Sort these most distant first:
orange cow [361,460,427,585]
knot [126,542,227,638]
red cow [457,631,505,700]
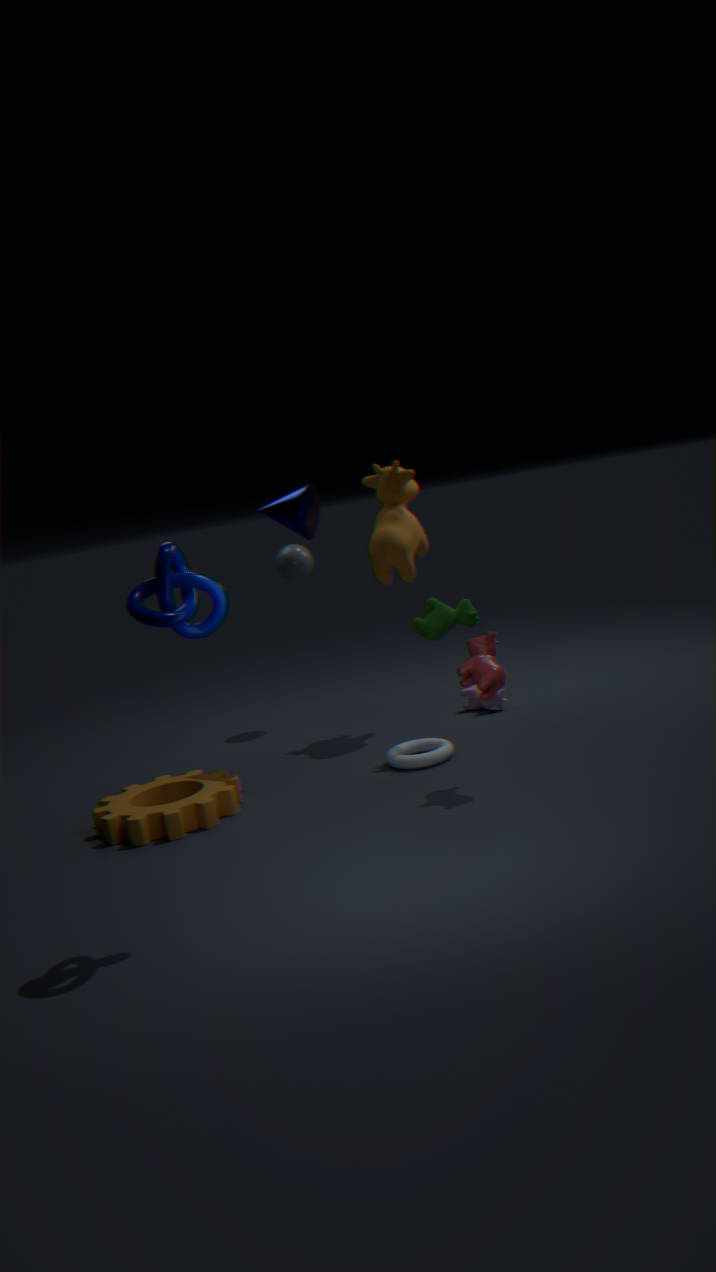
1. orange cow [361,460,427,585]
2. red cow [457,631,505,700]
3. knot [126,542,227,638]
